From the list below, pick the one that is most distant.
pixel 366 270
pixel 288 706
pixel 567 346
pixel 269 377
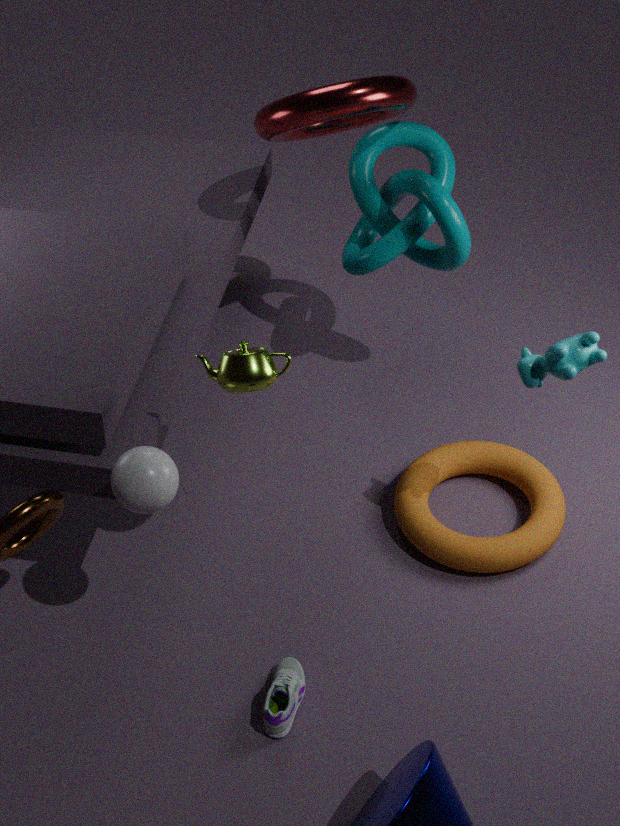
pixel 366 270
